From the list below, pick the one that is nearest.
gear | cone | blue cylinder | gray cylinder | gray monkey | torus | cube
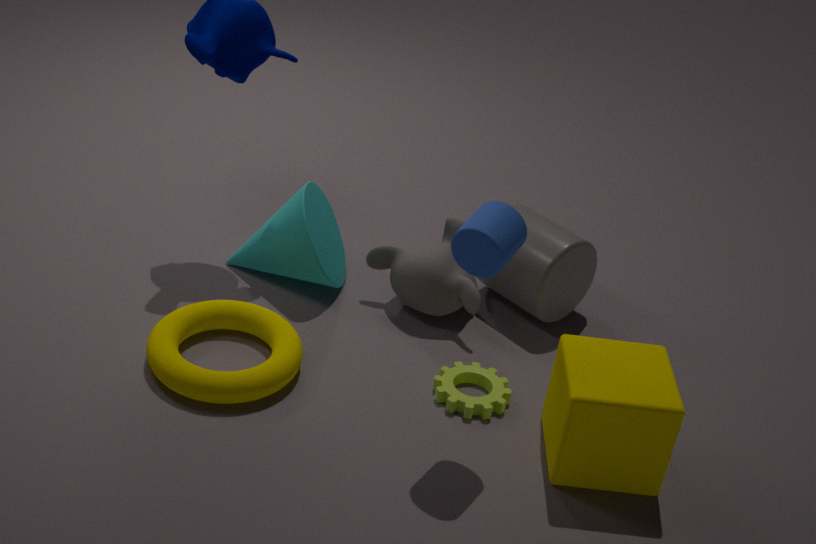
blue cylinder
